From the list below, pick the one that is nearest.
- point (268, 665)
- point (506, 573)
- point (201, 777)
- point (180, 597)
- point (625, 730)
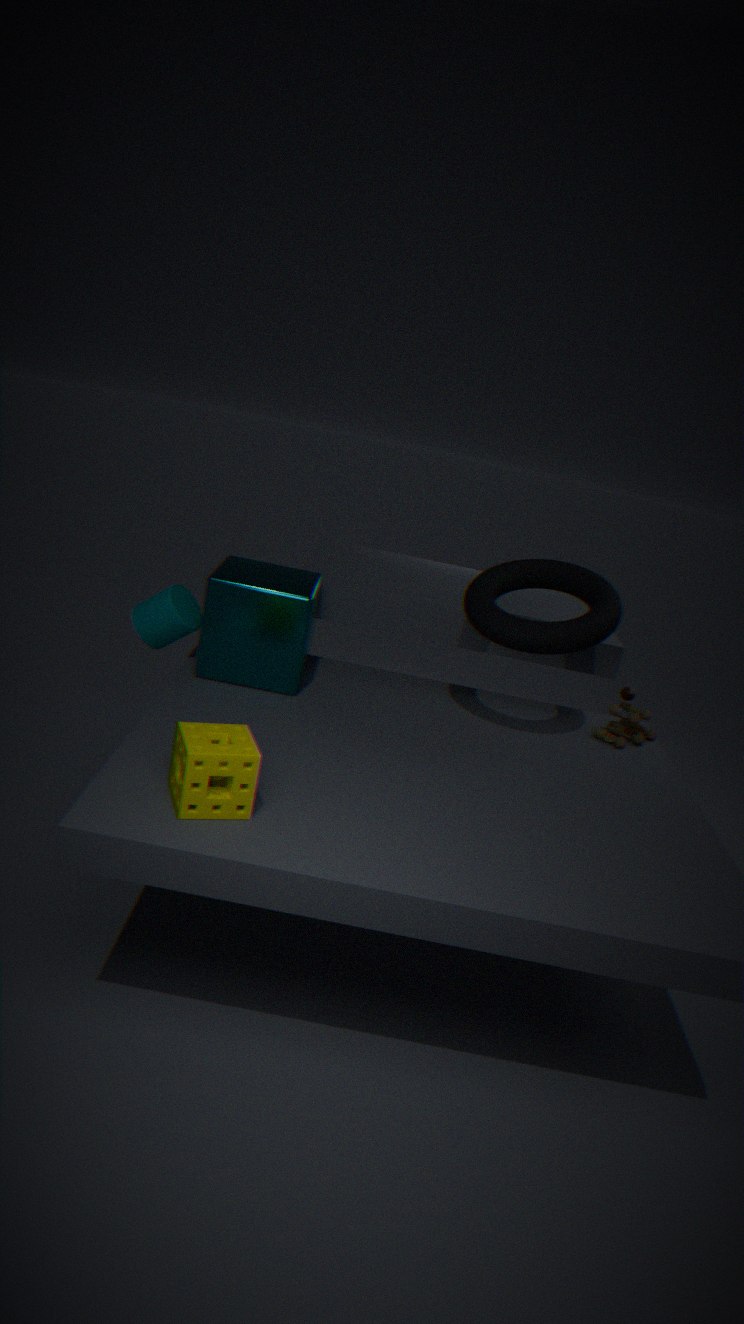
point (201, 777)
